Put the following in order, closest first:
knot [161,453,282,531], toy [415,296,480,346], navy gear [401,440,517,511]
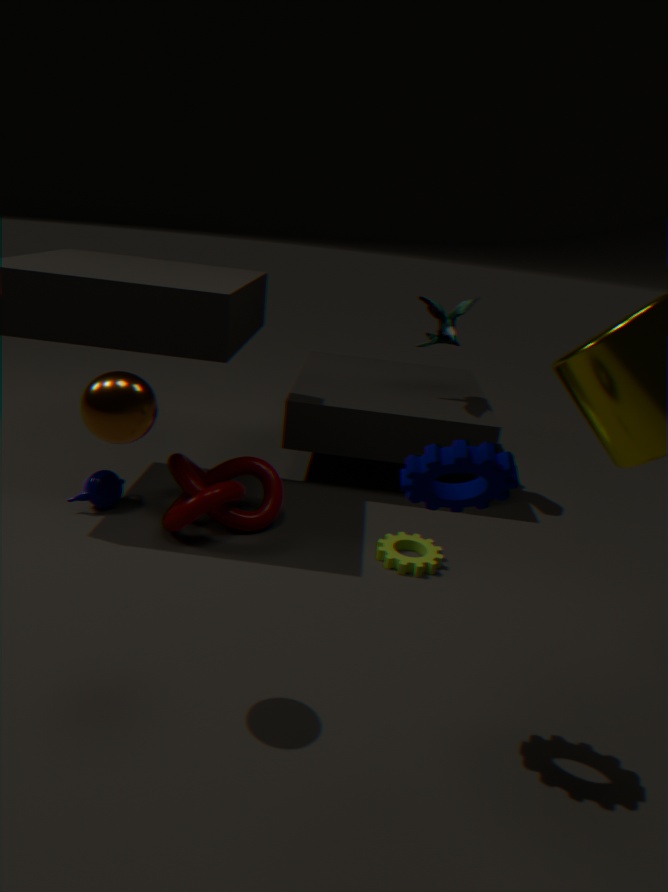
navy gear [401,440,517,511]
knot [161,453,282,531]
toy [415,296,480,346]
